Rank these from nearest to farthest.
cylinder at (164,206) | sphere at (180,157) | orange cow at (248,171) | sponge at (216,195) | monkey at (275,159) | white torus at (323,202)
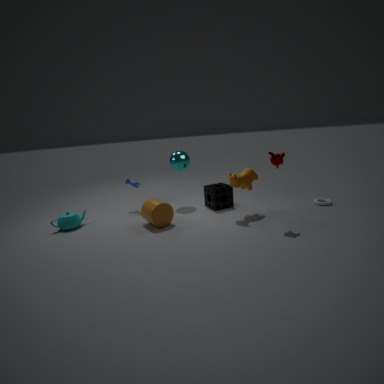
1. monkey at (275,159)
2. cylinder at (164,206)
3. orange cow at (248,171)
4. white torus at (323,202)
5. sponge at (216,195)
6. sphere at (180,157)
